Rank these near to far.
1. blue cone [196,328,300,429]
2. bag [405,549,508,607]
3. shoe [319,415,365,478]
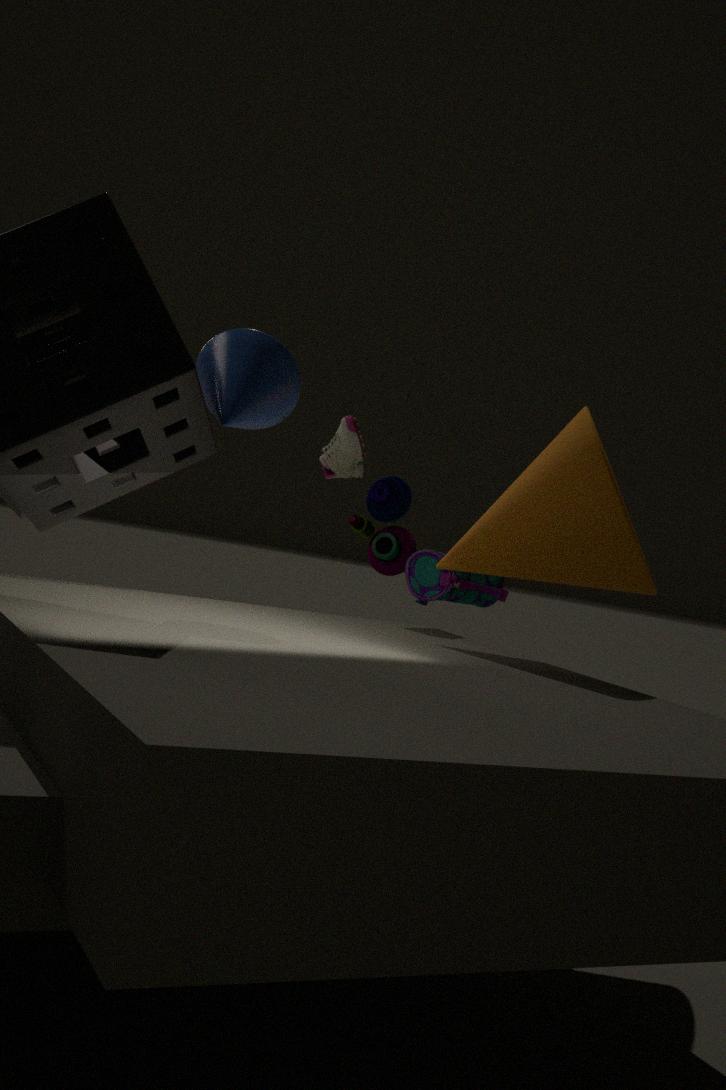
blue cone [196,328,300,429]
bag [405,549,508,607]
shoe [319,415,365,478]
